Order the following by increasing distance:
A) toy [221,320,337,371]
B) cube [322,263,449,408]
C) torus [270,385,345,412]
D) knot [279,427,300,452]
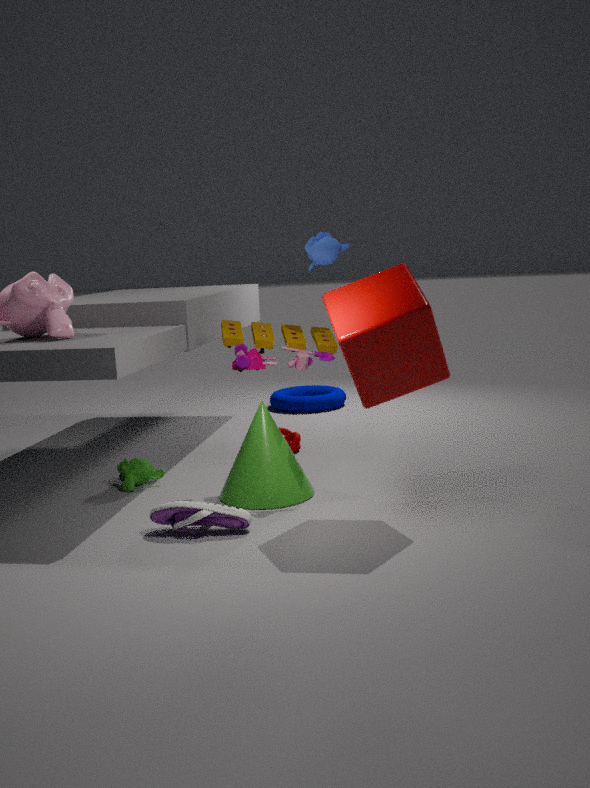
cube [322,263,449,408]
toy [221,320,337,371]
knot [279,427,300,452]
torus [270,385,345,412]
